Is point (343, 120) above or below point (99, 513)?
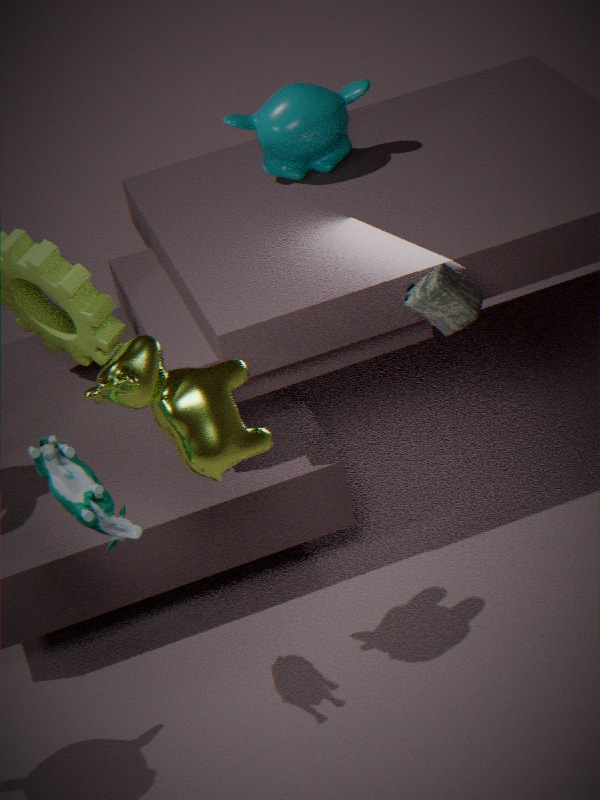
above
